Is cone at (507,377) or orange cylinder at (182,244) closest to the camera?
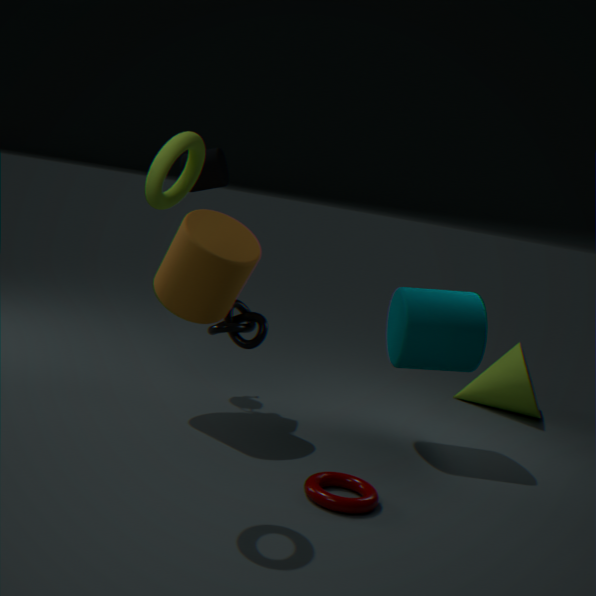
orange cylinder at (182,244)
